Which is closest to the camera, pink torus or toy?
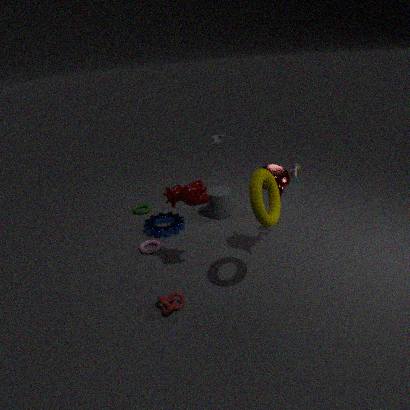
toy
